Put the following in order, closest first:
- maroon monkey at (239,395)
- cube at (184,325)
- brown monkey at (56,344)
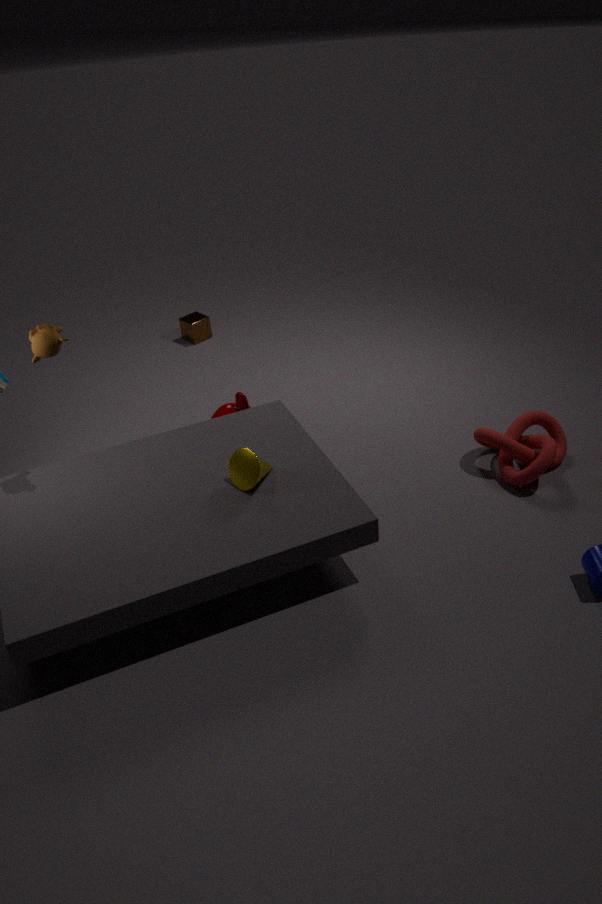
brown monkey at (56,344) → maroon monkey at (239,395) → cube at (184,325)
